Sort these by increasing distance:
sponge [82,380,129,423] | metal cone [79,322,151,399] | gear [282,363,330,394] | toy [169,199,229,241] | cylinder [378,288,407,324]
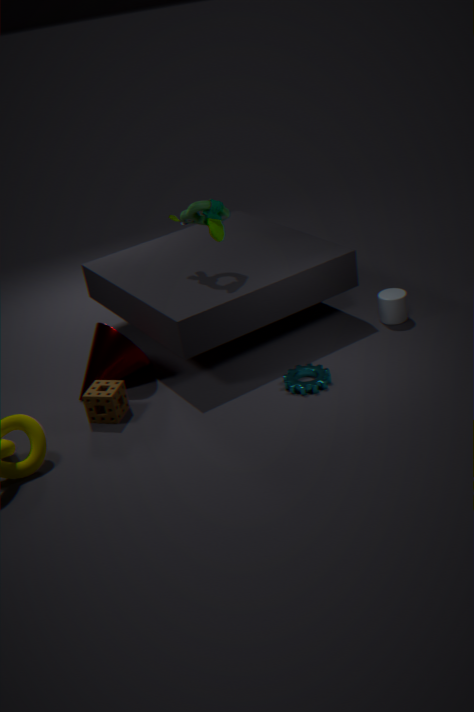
sponge [82,380,129,423]
gear [282,363,330,394]
metal cone [79,322,151,399]
toy [169,199,229,241]
cylinder [378,288,407,324]
